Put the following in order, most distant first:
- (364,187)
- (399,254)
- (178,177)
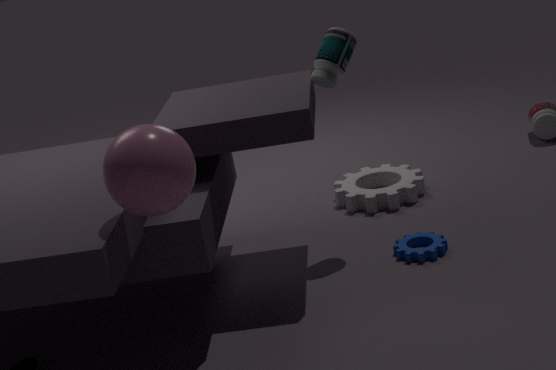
(364,187), (399,254), (178,177)
